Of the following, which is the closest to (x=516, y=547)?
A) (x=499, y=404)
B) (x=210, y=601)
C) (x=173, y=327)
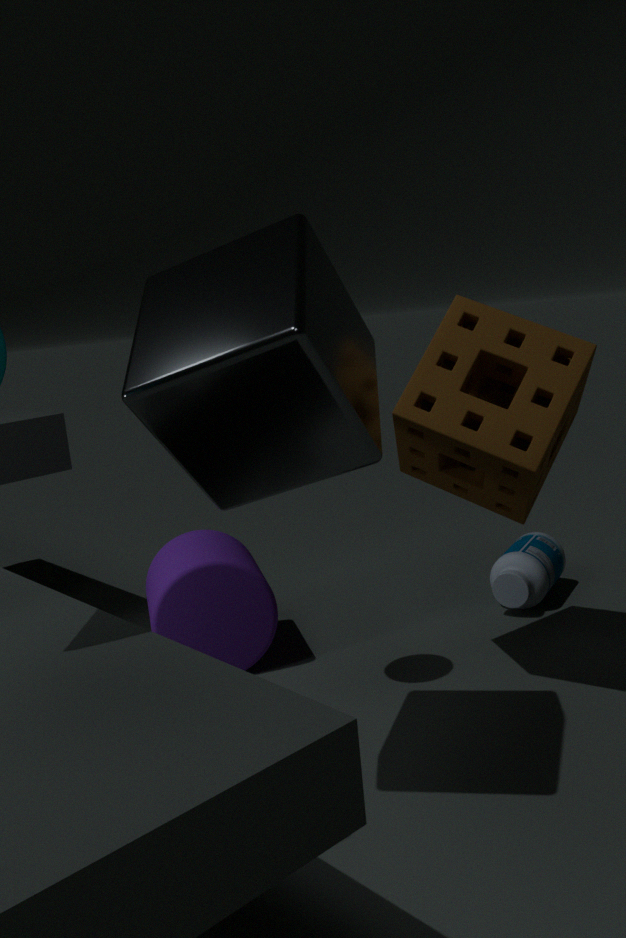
(x=499, y=404)
